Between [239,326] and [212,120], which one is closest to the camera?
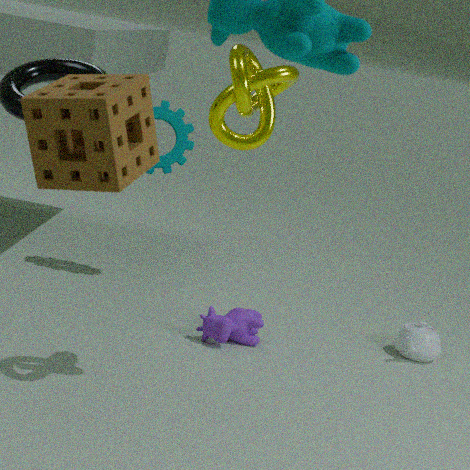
[212,120]
